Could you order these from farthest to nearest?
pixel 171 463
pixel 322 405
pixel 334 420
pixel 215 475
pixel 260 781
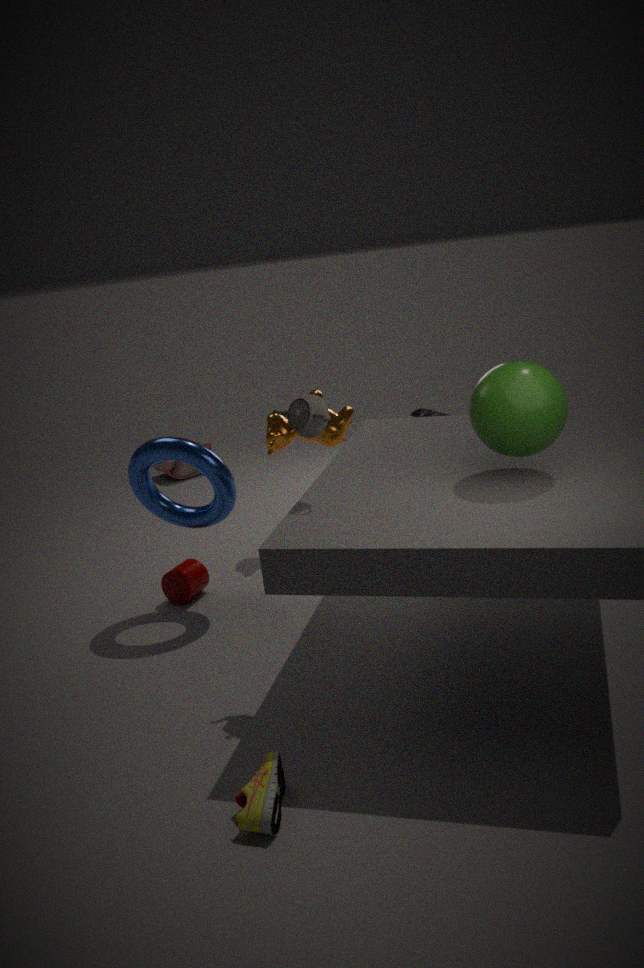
pixel 171 463 → pixel 334 420 → pixel 215 475 → pixel 322 405 → pixel 260 781
